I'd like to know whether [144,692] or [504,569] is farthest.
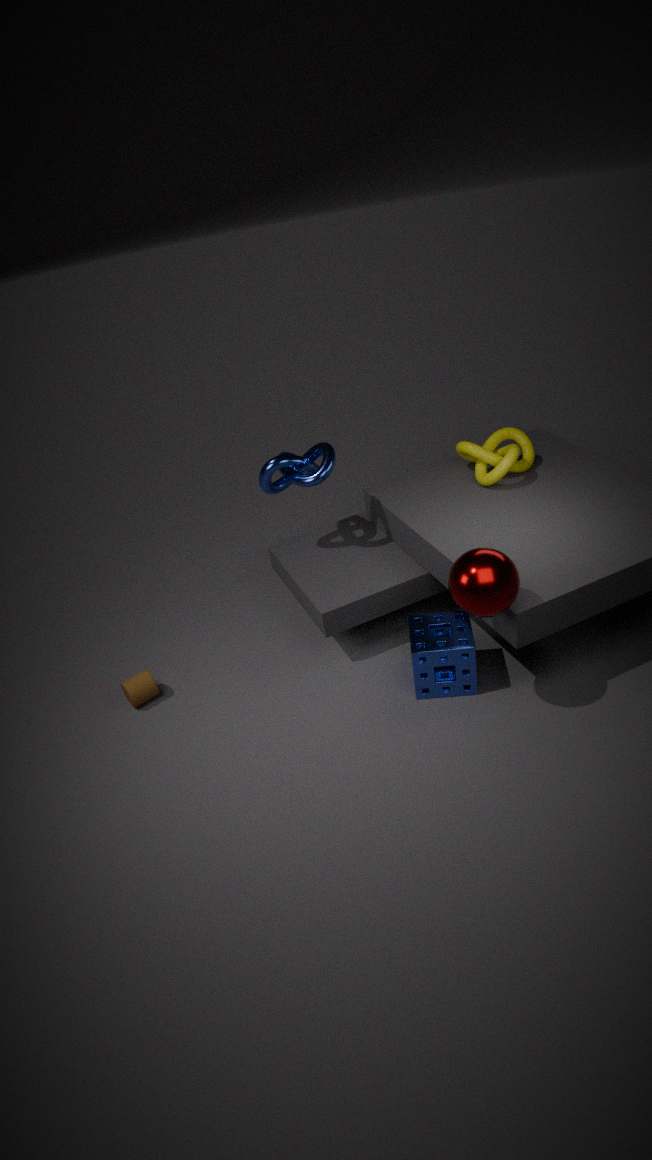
[144,692]
